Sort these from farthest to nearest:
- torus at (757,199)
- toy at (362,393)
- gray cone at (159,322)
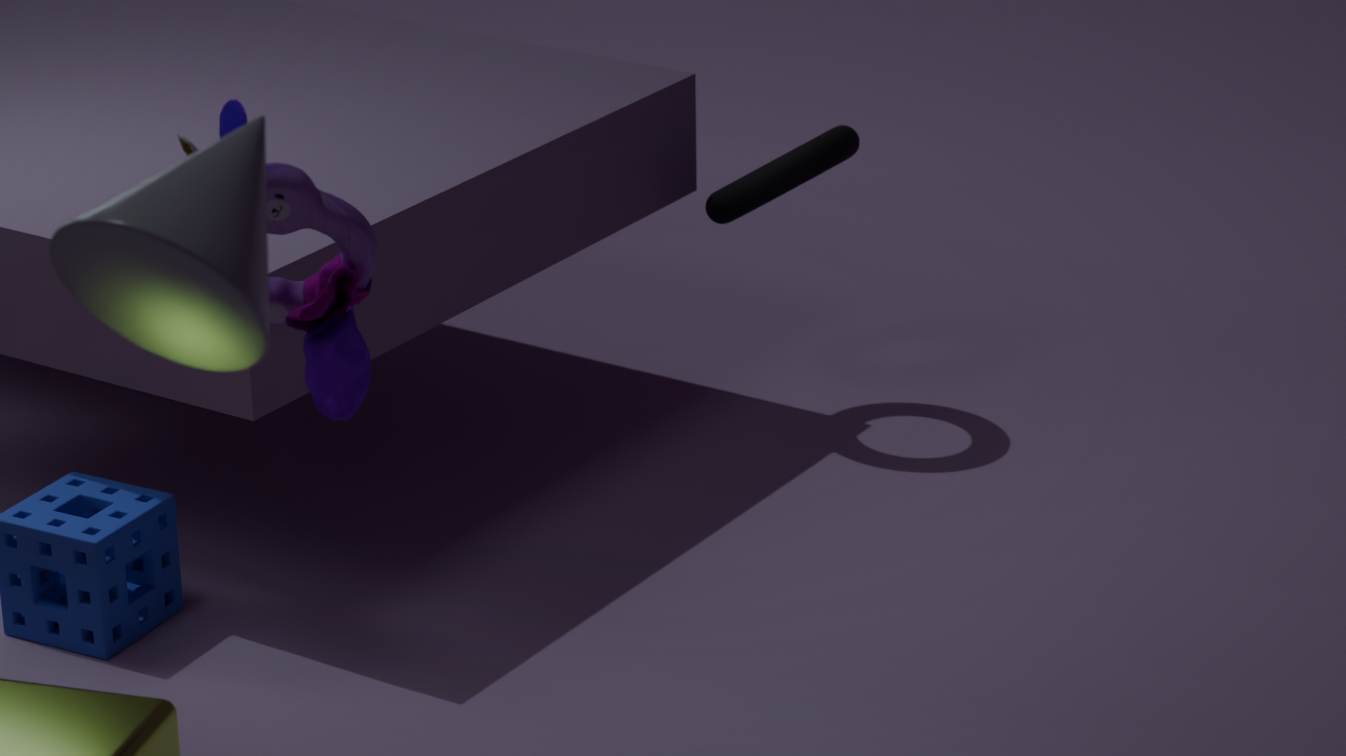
torus at (757,199) < toy at (362,393) < gray cone at (159,322)
